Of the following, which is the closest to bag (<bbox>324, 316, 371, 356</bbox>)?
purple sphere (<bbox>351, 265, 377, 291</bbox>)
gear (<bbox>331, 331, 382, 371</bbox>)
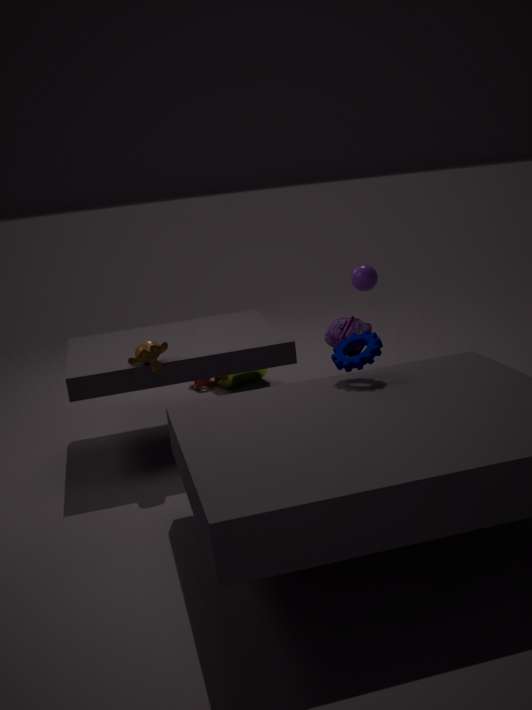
purple sphere (<bbox>351, 265, 377, 291</bbox>)
